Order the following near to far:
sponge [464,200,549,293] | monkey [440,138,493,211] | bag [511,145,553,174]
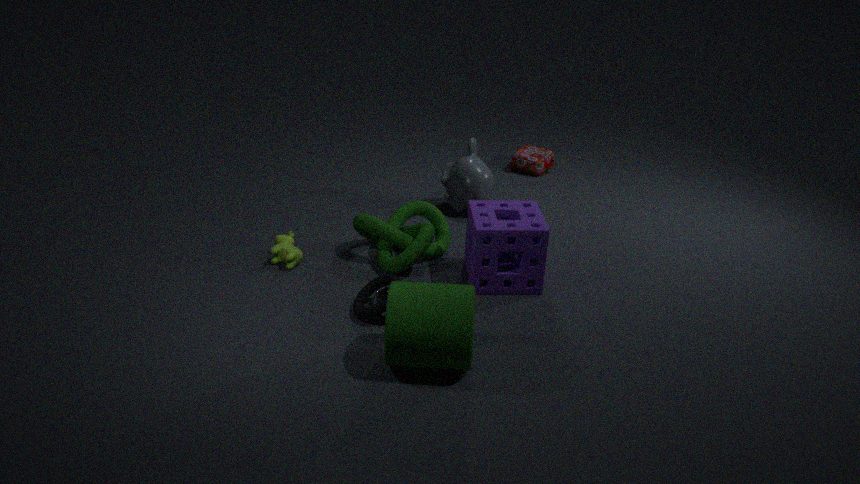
sponge [464,200,549,293] < monkey [440,138,493,211] < bag [511,145,553,174]
